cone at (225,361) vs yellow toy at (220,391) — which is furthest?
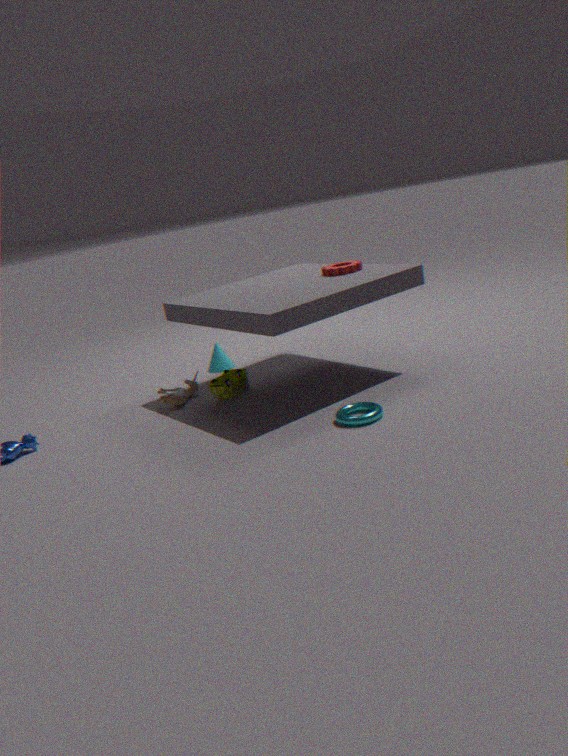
cone at (225,361)
